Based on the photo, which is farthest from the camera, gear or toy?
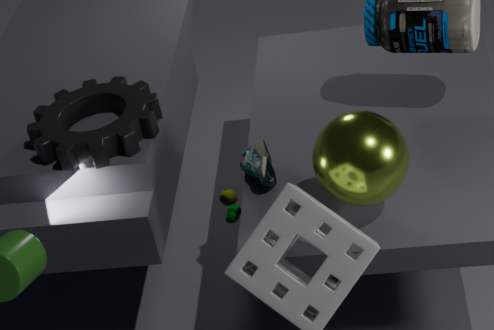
toy
